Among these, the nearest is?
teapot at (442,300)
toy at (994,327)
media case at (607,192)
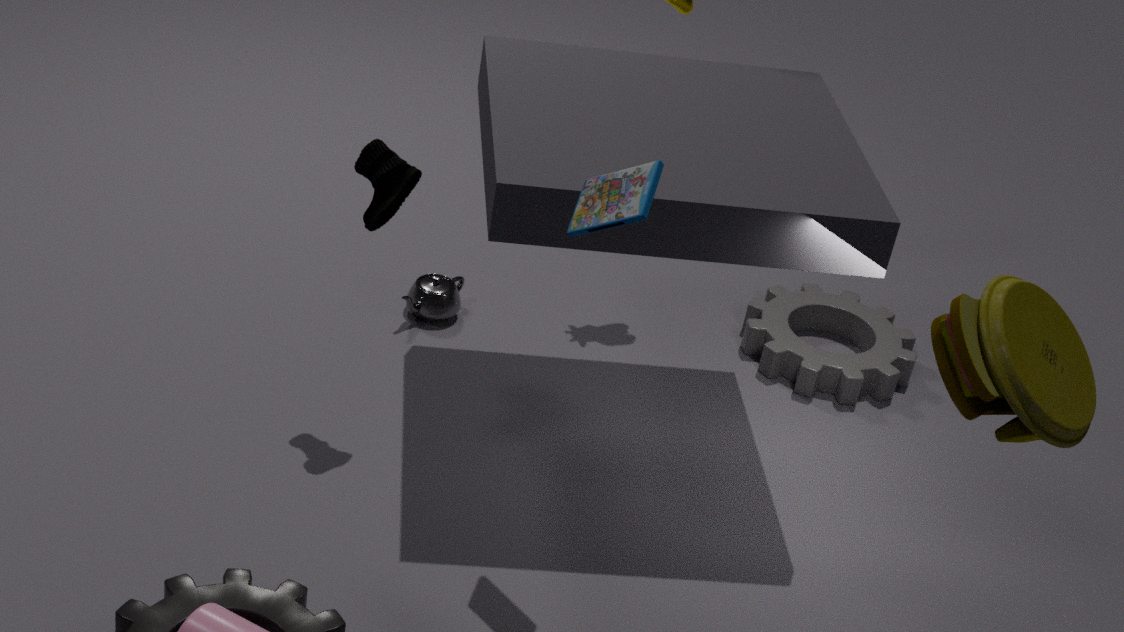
toy at (994,327)
